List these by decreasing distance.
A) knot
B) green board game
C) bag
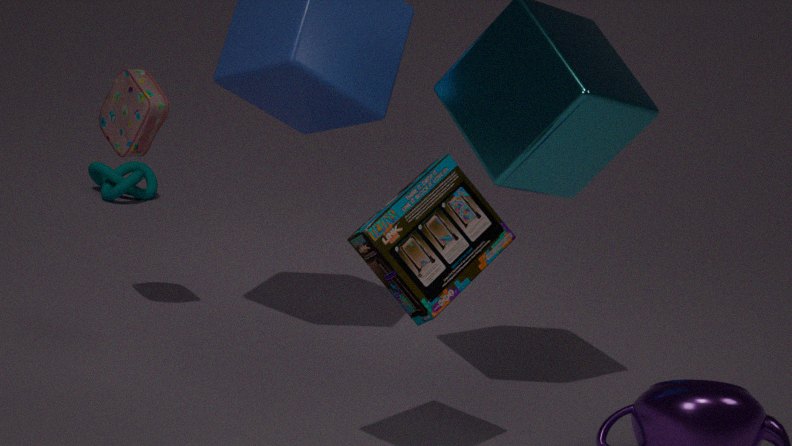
knot, bag, green board game
